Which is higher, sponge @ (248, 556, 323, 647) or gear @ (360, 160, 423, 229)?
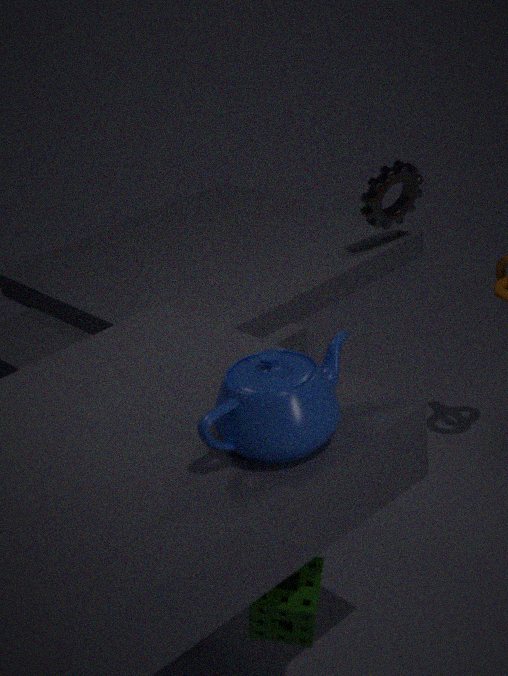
gear @ (360, 160, 423, 229)
